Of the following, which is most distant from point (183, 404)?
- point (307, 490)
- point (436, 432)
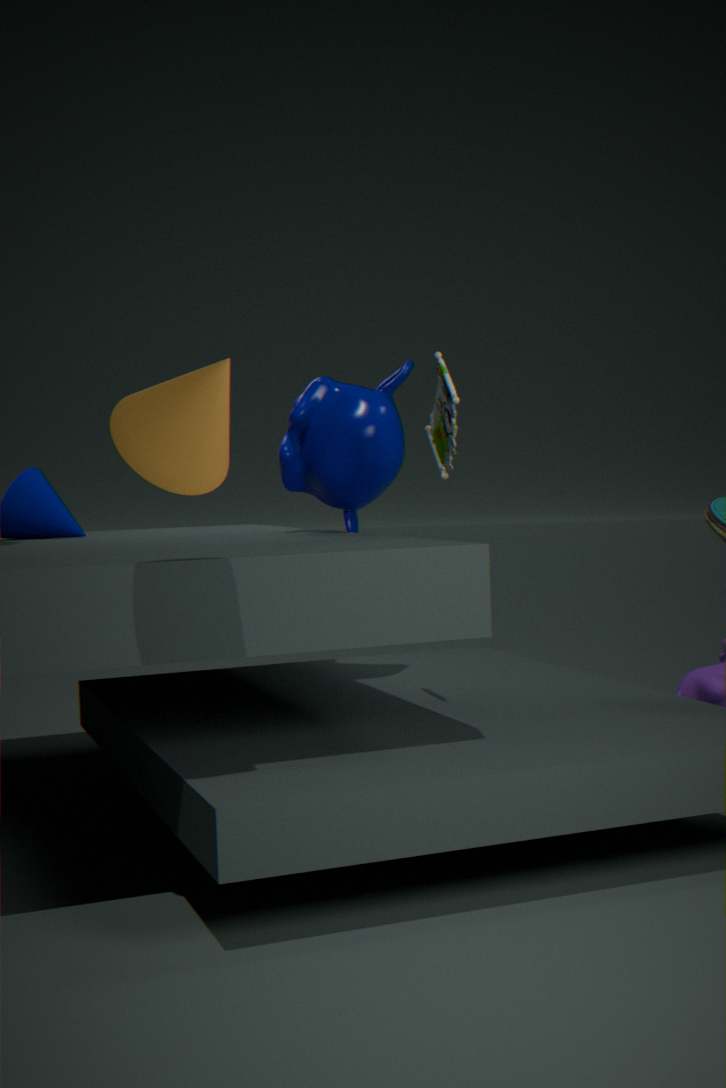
point (307, 490)
